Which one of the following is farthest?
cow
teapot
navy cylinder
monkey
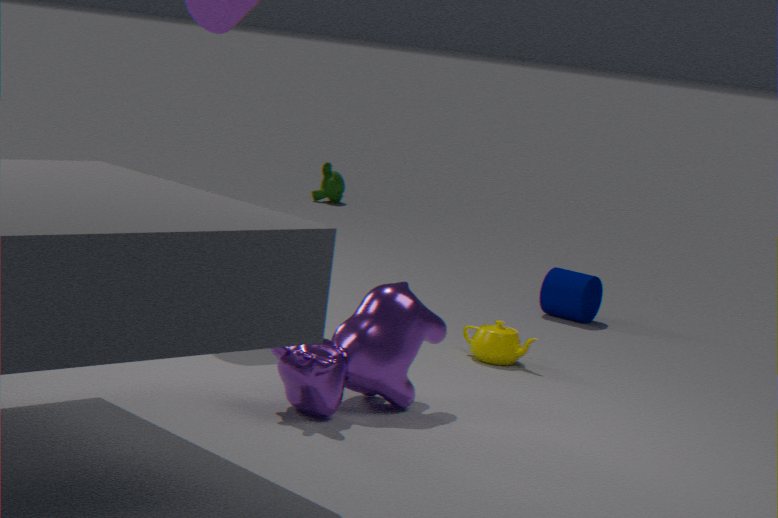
monkey
